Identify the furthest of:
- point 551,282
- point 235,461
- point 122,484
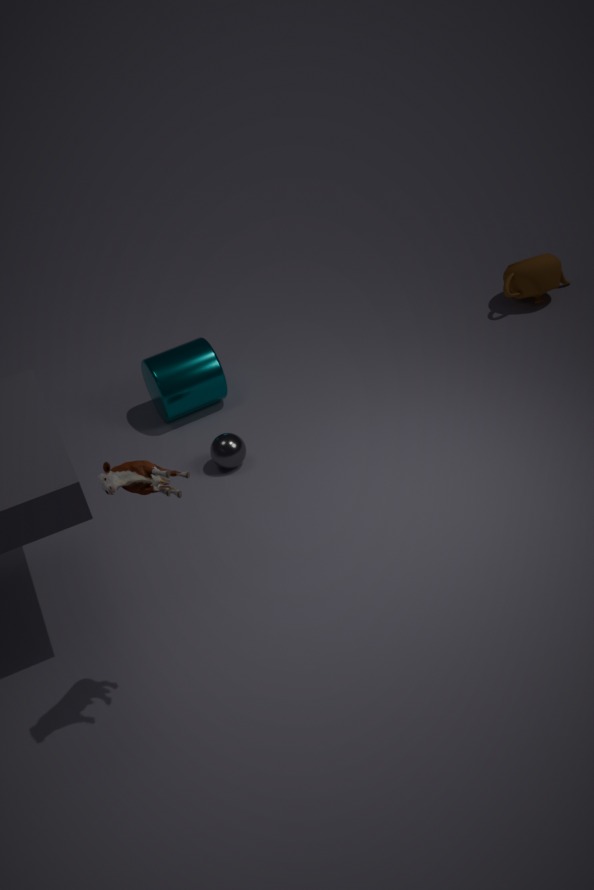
point 551,282
